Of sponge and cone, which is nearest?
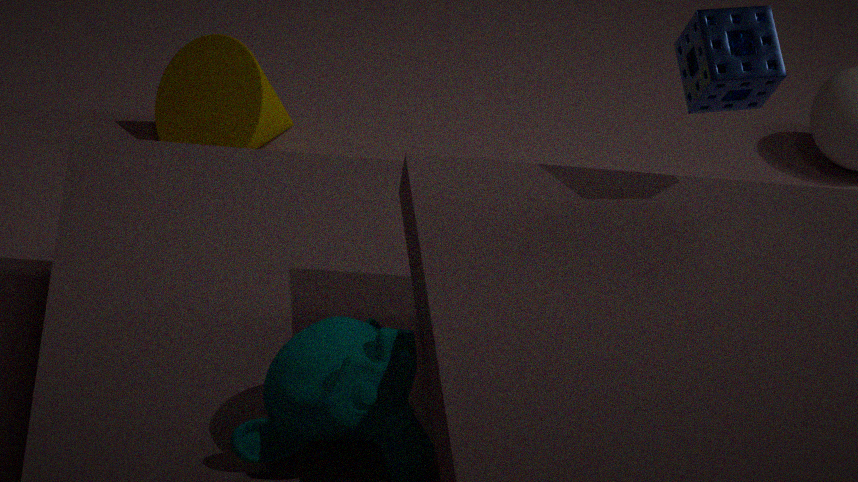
sponge
